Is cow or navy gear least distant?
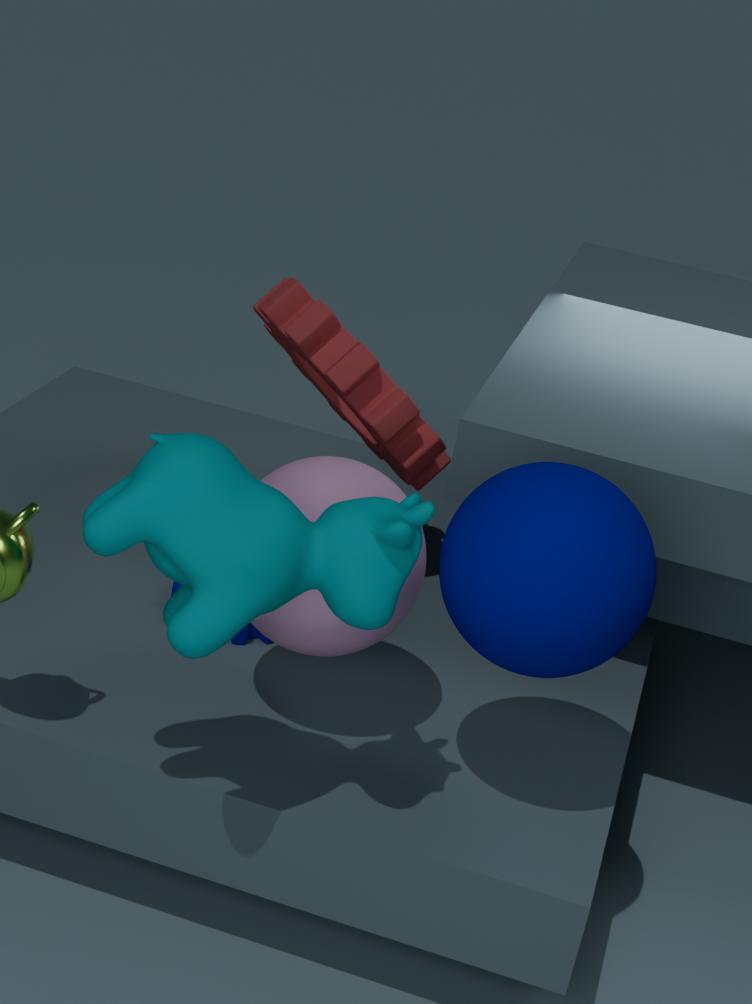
cow
